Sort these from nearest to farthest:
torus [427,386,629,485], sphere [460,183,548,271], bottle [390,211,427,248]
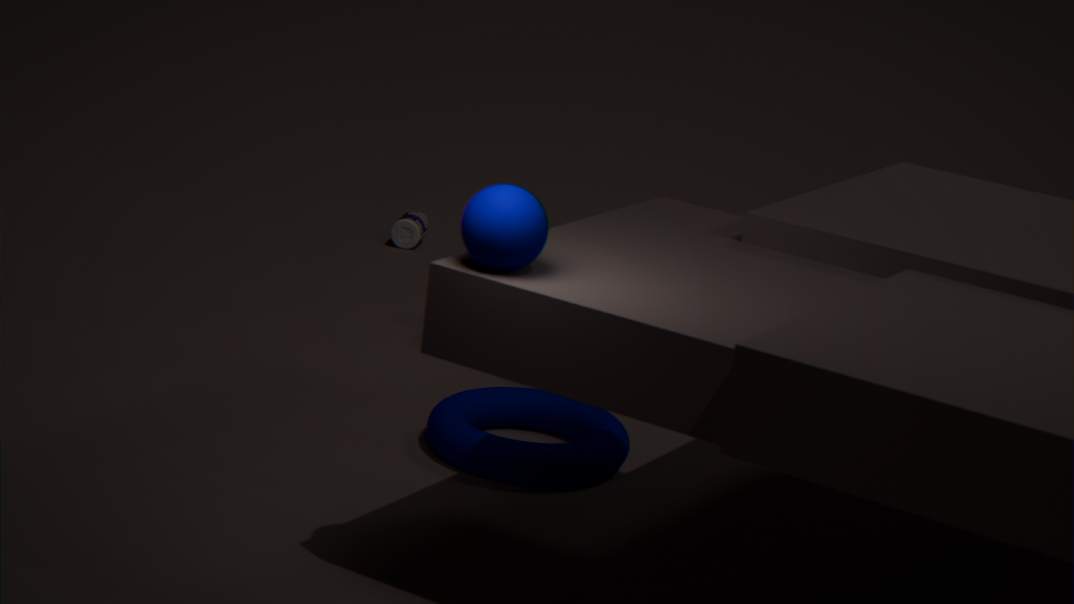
1. sphere [460,183,548,271]
2. torus [427,386,629,485]
3. bottle [390,211,427,248]
